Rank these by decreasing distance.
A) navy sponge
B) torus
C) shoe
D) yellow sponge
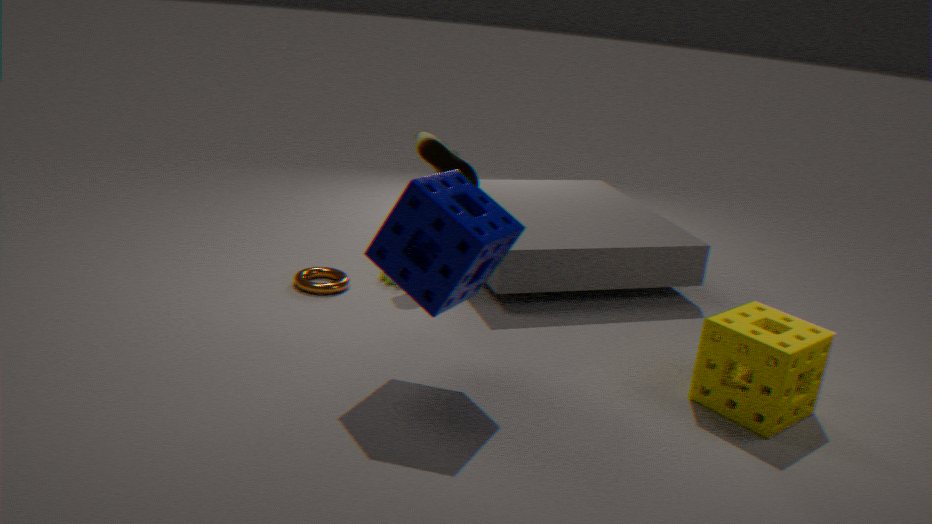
shoe → torus → yellow sponge → navy sponge
